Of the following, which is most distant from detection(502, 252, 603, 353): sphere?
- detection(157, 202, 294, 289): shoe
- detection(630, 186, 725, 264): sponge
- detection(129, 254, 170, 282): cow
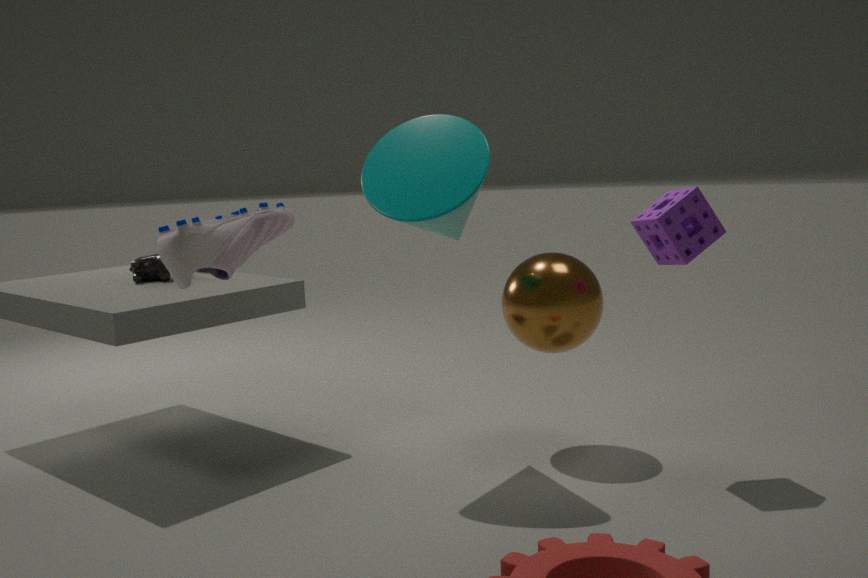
detection(129, 254, 170, 282): cow
